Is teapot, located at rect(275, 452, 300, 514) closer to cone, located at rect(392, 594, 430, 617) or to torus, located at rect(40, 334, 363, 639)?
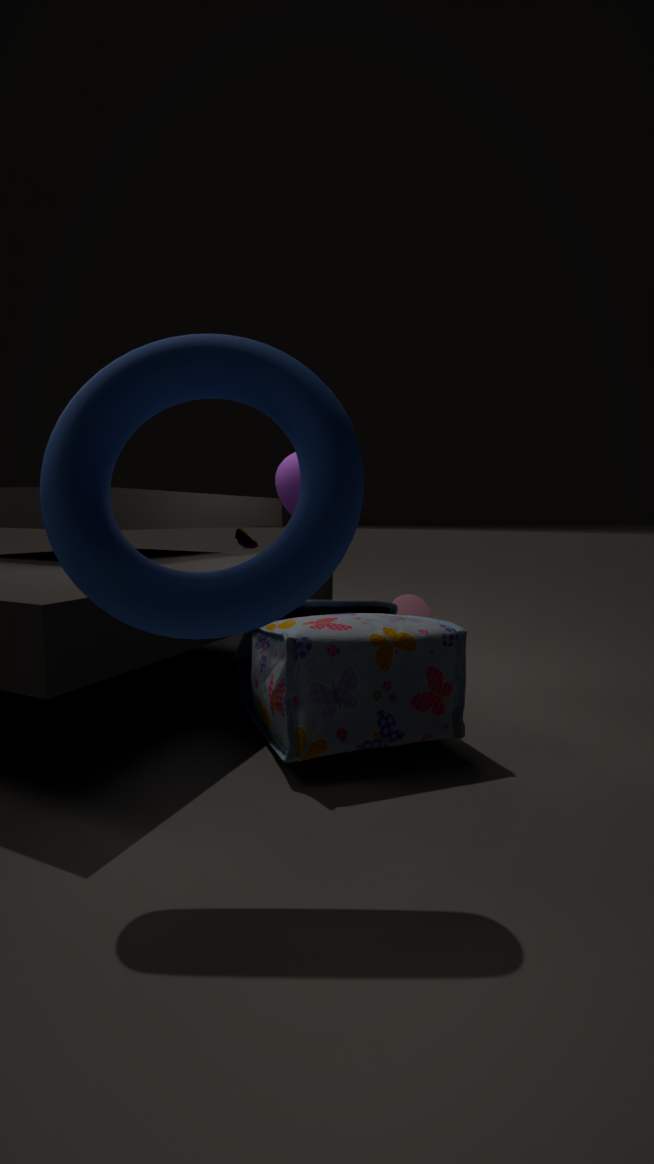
cone, located at rect(392, 594, 430, 617)
